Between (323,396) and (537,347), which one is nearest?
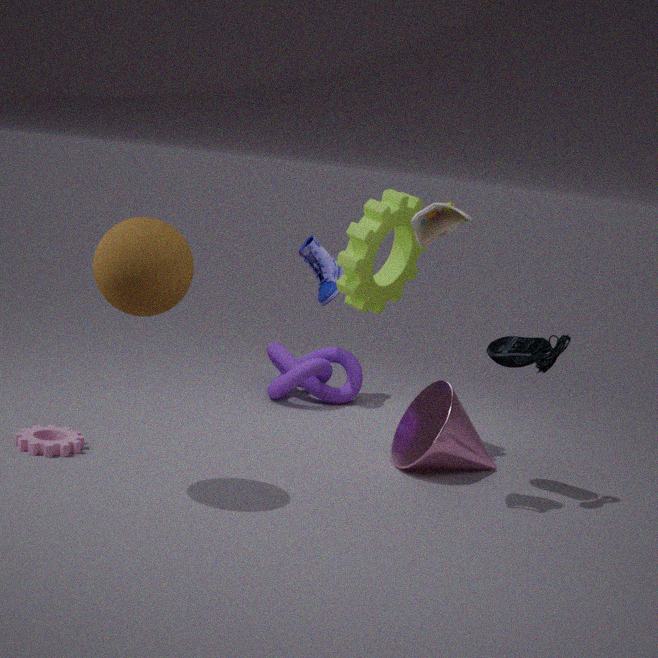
(537,347)
